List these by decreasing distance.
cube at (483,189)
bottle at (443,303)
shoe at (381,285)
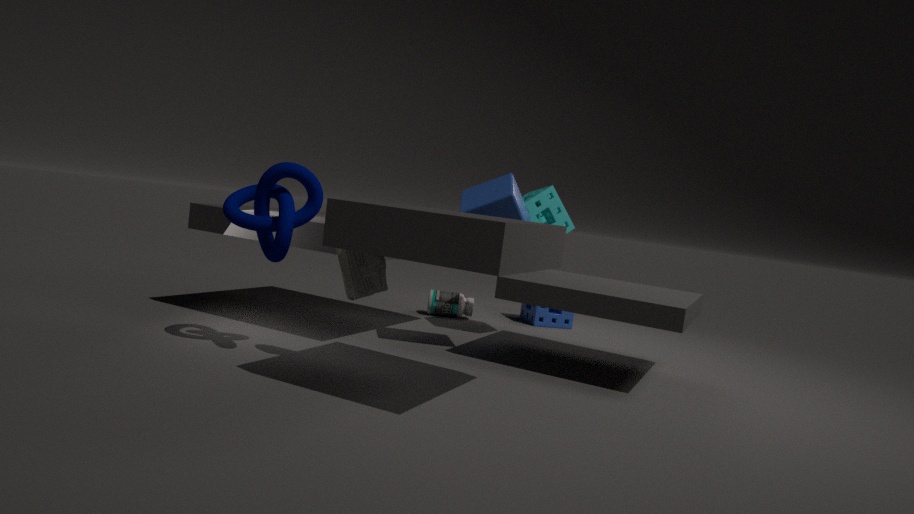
1. bottle at (443,303)
2. cube at (483,189)
3. shoe at (381,285)
